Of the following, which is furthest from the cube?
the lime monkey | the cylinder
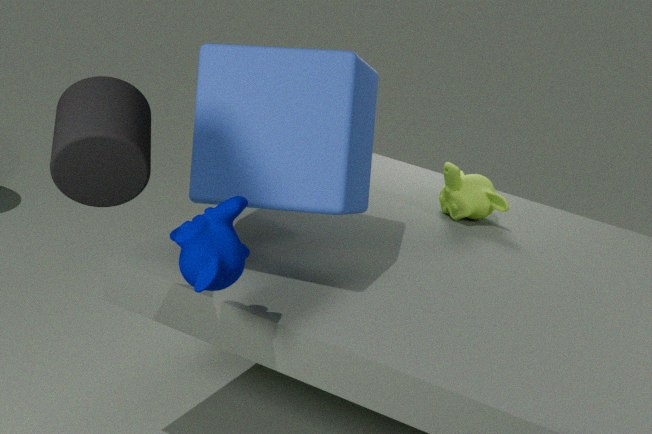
the lime monkey
